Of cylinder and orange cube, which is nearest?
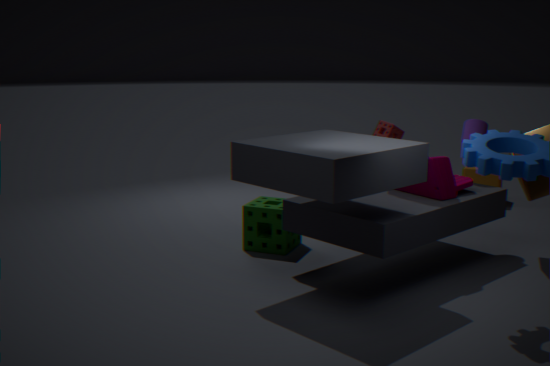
cylinder
